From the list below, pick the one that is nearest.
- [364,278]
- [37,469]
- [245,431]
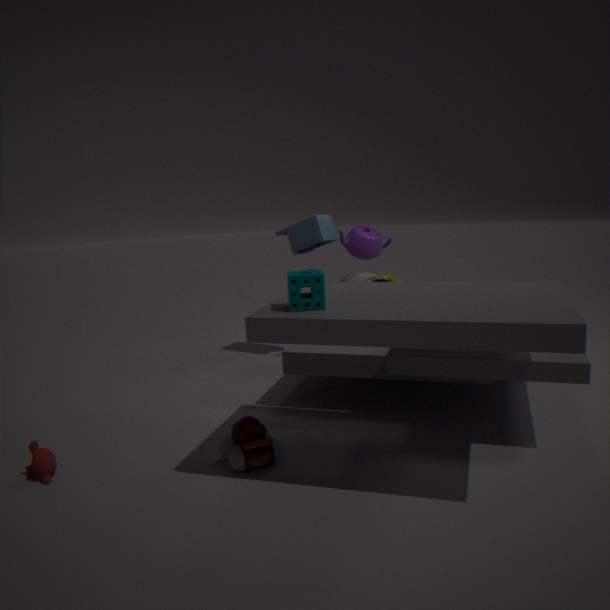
[37,469]
